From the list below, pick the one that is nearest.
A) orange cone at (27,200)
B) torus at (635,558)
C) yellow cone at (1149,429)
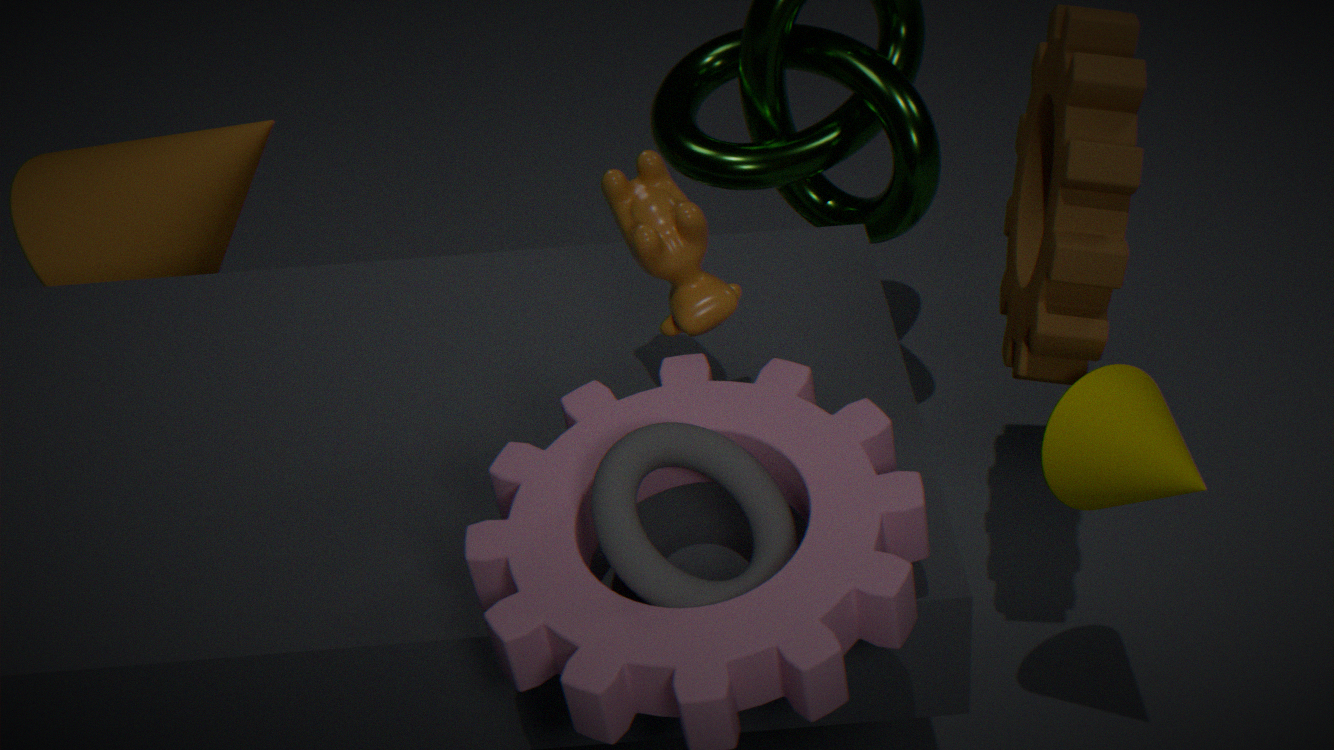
torus at (635,558)
